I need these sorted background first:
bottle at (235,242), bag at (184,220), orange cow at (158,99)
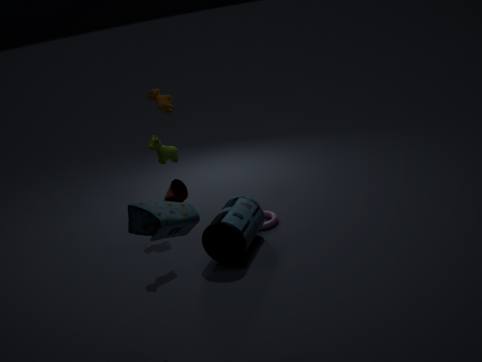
orange cow at (158,99)
bottle at (235,242)
bag at (184,220)
